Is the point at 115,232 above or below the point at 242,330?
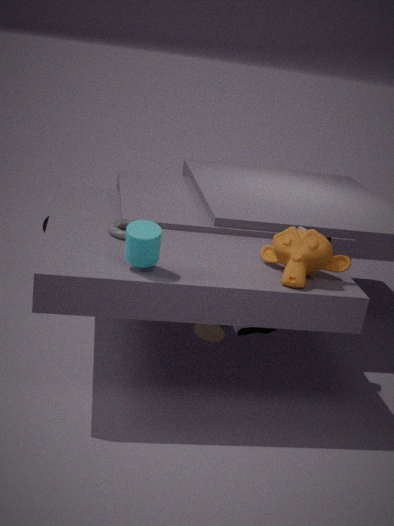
above
